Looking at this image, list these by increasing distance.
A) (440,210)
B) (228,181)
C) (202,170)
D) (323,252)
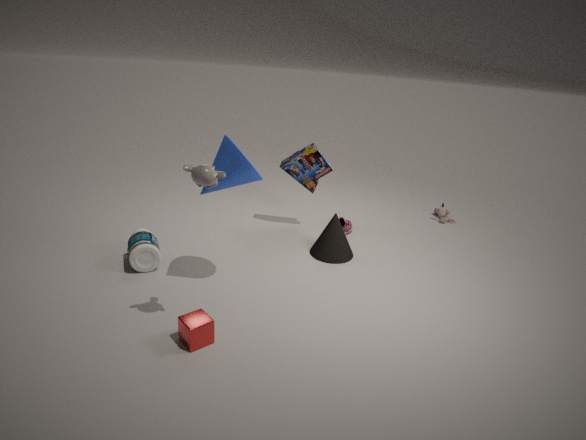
(202,170)
(228,181)
(323,252)
(440,210)
